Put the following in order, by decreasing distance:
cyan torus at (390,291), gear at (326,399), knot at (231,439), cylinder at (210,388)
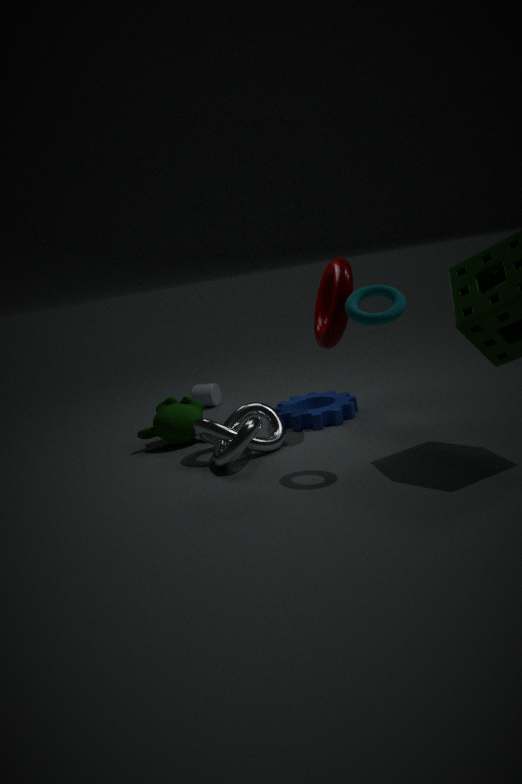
1. cylinder at (210,388)
2. gear at (326,399)
3. knot at (231,439)
4. cyan torus at (390,291)
